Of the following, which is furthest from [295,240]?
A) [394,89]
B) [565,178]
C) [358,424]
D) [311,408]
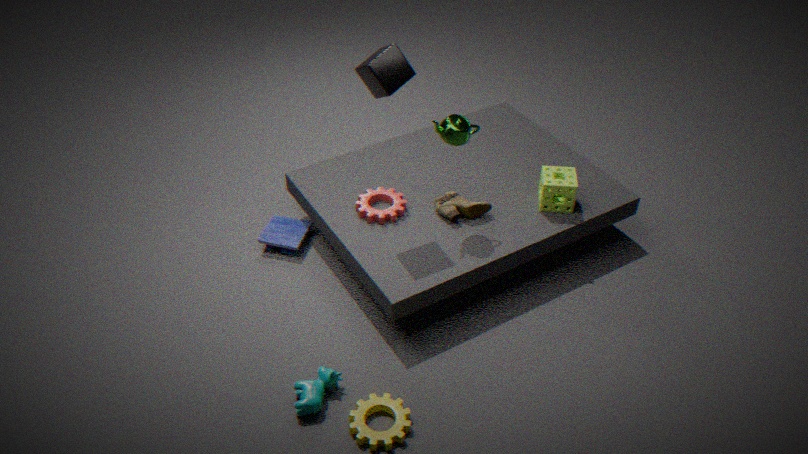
[565,178]
